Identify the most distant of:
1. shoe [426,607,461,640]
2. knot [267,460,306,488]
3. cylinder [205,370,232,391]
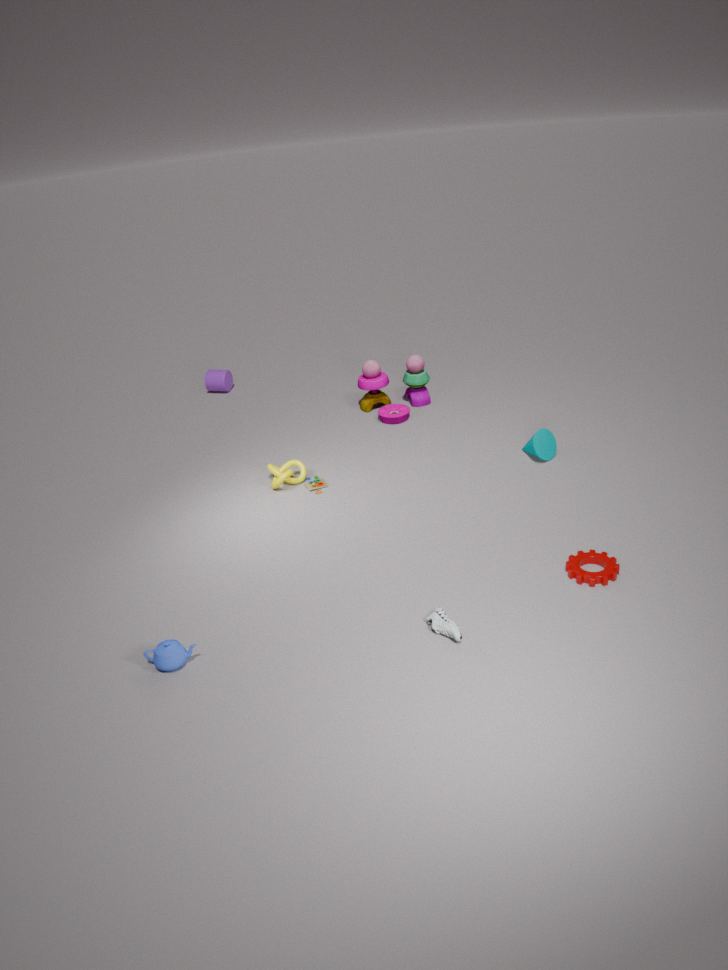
cylinder [205,370,232,391]
